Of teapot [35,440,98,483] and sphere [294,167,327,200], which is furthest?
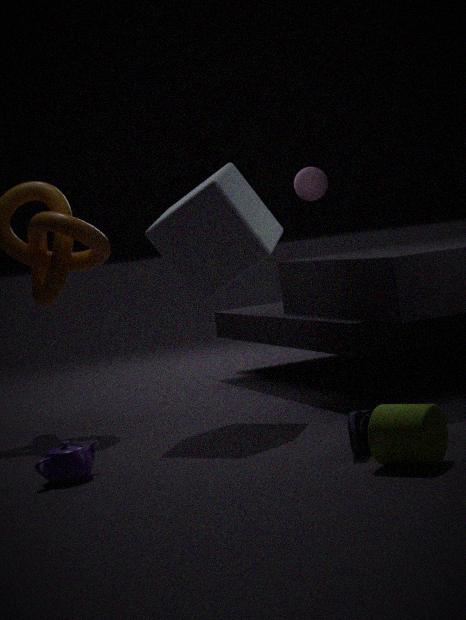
sphere [294,167,327,200]
